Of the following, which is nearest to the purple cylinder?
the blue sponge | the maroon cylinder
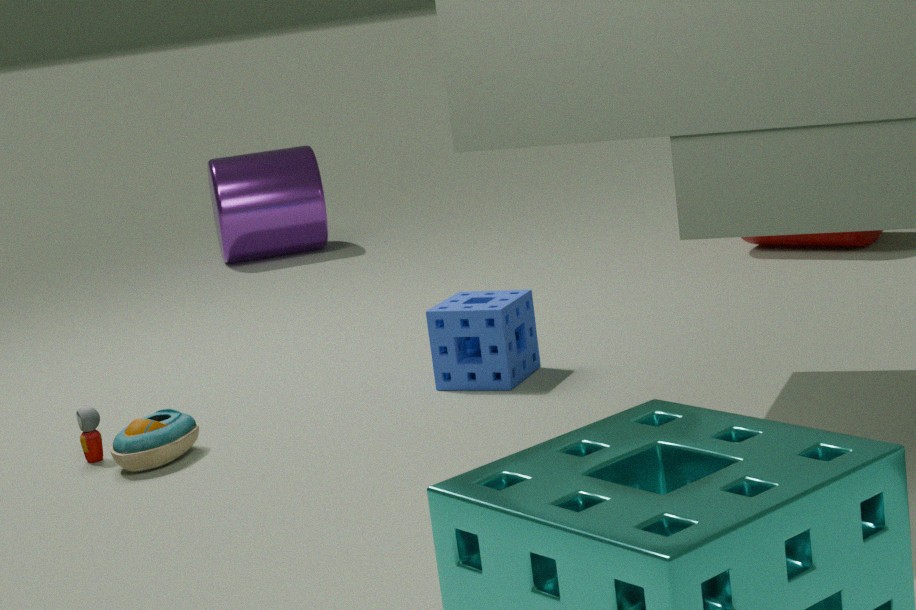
the maroon cylinder
